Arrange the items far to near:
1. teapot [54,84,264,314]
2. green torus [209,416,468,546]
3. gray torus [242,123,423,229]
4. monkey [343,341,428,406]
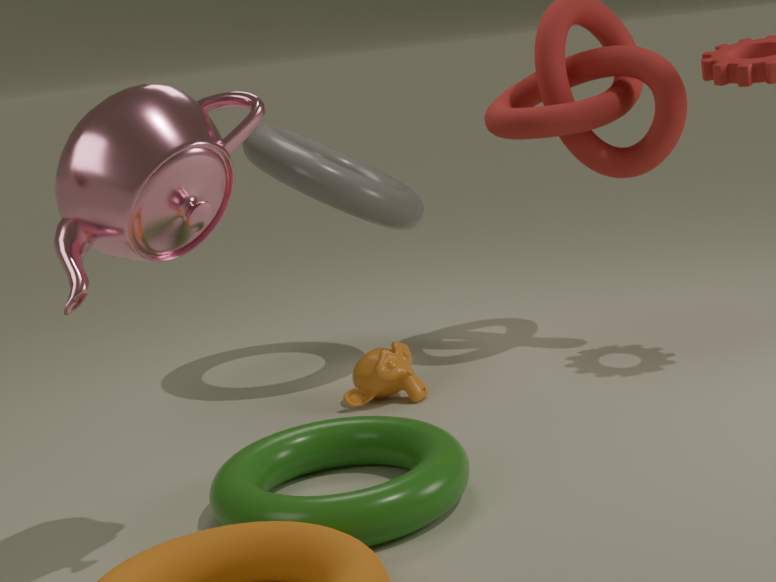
gray torus [242,123,423,229], monkey [343,341,428,406], green torus [209,416,468,546], teapot [54,84,264,314]
